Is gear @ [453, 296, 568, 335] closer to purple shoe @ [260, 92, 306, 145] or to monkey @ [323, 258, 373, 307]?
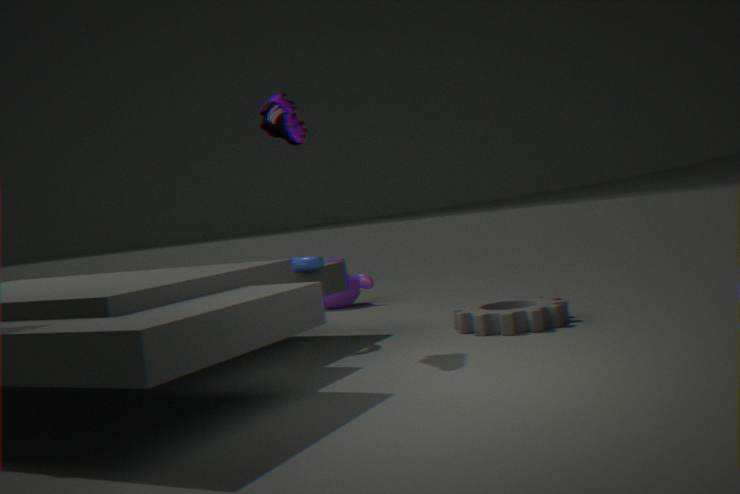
purple shoe @ [260, 92, 306, 145]
